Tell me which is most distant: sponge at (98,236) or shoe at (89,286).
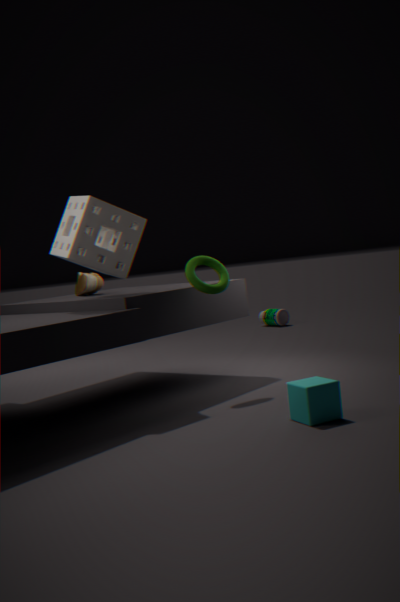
shoe at (89,286)
